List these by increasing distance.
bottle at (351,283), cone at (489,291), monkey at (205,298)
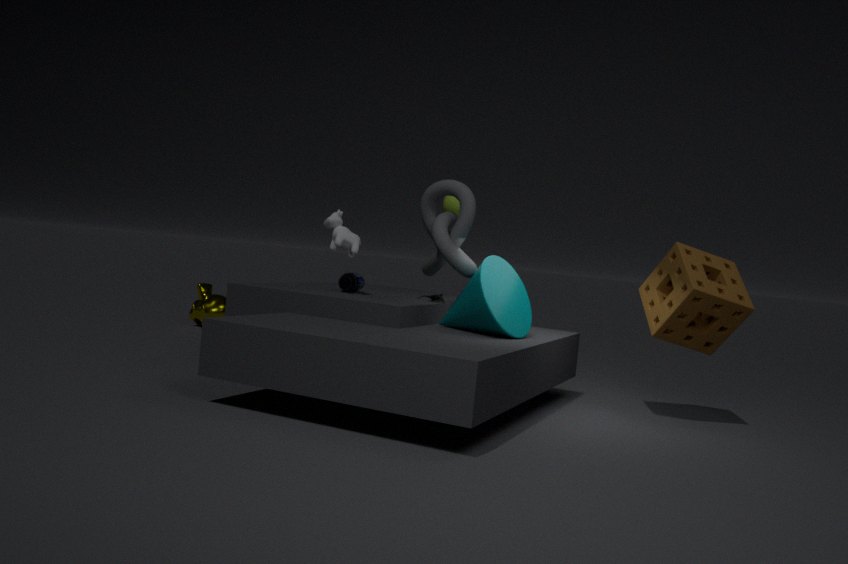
1. cone at (489,291)
2. bottle at (351,283)
3. monkey at (205,298)
